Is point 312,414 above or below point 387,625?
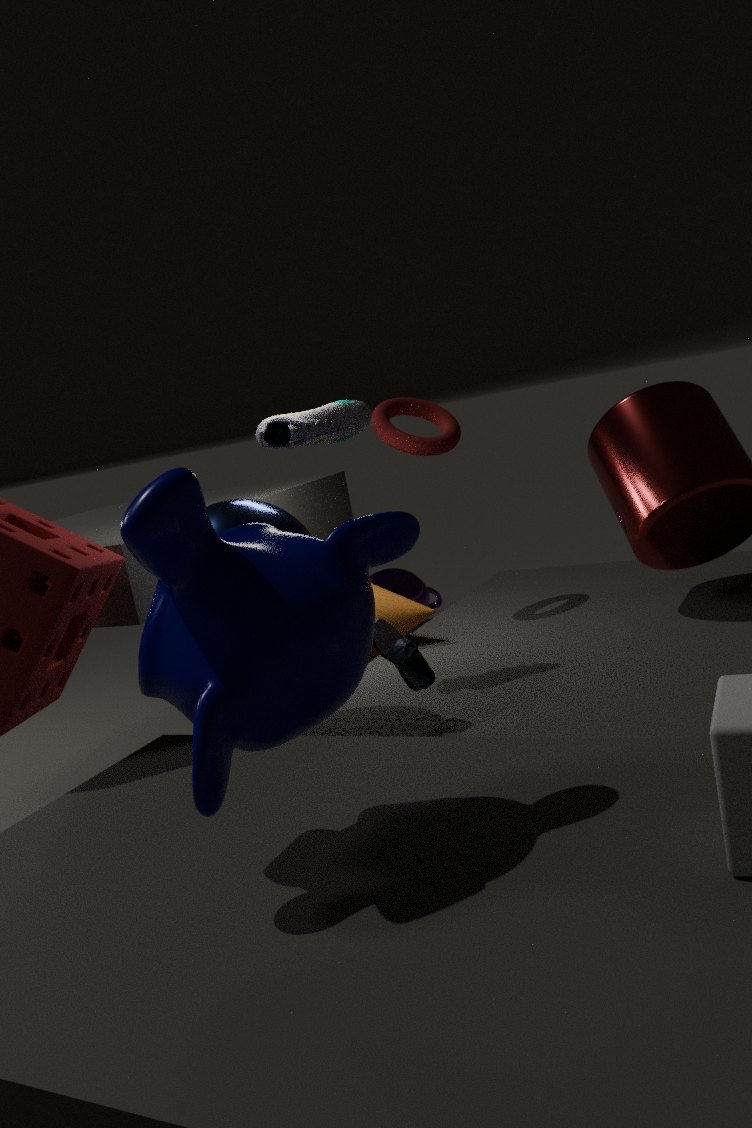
above
